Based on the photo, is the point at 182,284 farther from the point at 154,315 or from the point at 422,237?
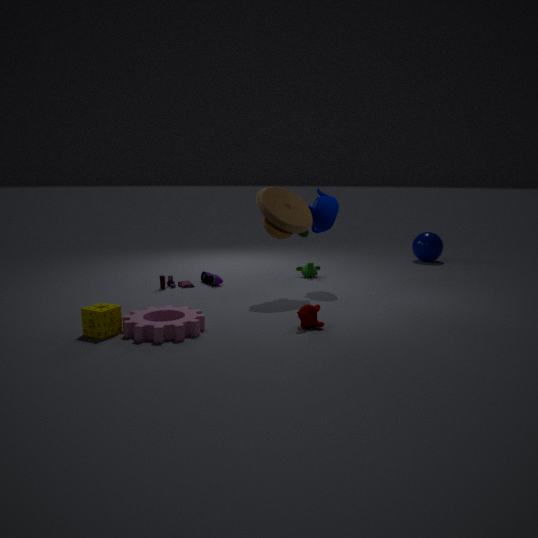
the point at 422,237
